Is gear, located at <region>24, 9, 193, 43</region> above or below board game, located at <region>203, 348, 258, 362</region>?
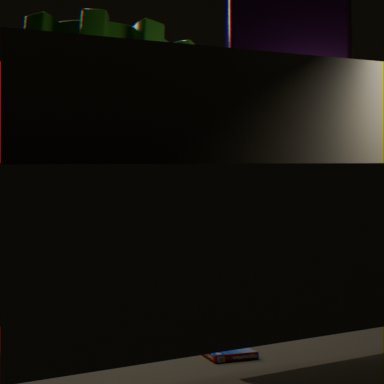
above
